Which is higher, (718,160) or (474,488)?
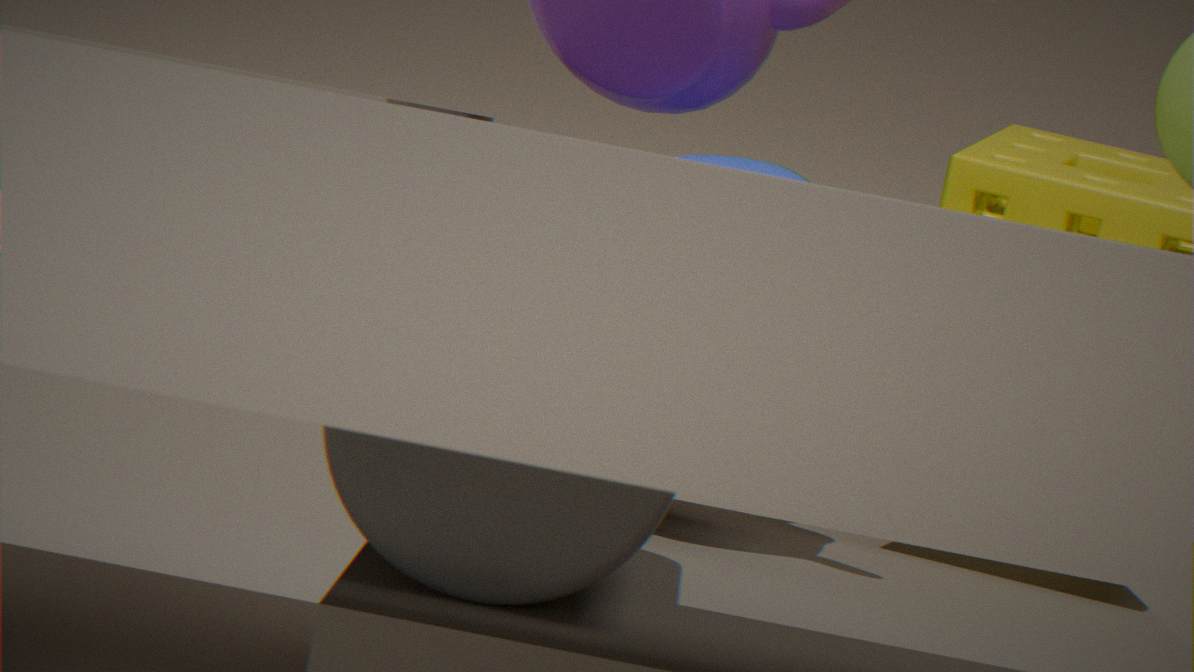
(718,160)
